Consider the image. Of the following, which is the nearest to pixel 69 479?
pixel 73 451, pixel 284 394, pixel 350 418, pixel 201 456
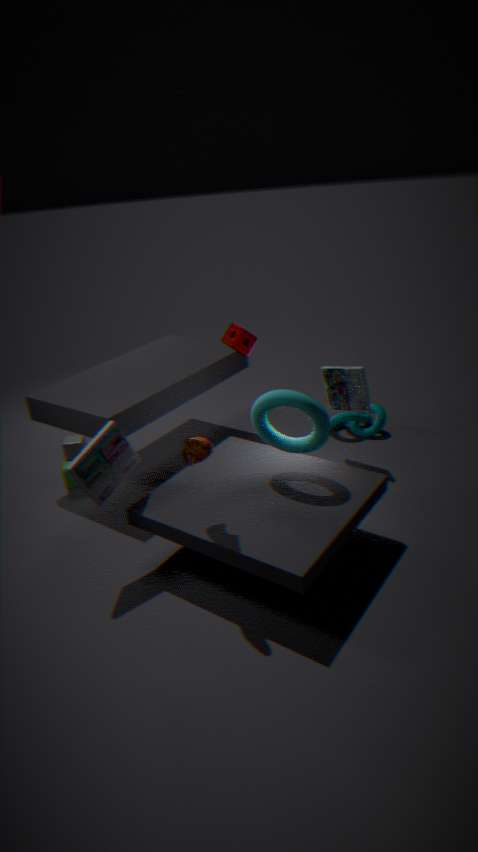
pixel 73 451
